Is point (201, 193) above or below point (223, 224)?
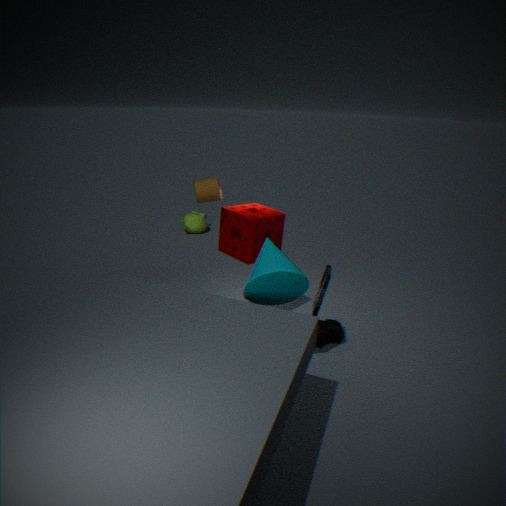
above
